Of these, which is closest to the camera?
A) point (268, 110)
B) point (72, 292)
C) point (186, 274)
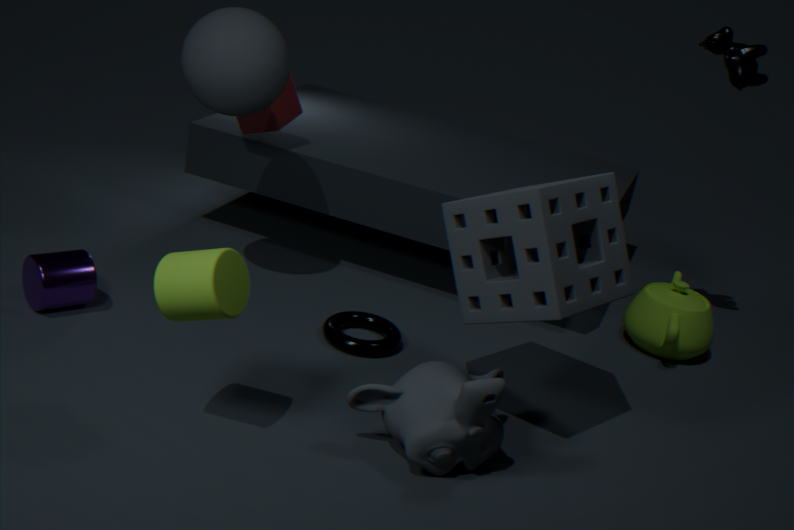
point (186, 274)
